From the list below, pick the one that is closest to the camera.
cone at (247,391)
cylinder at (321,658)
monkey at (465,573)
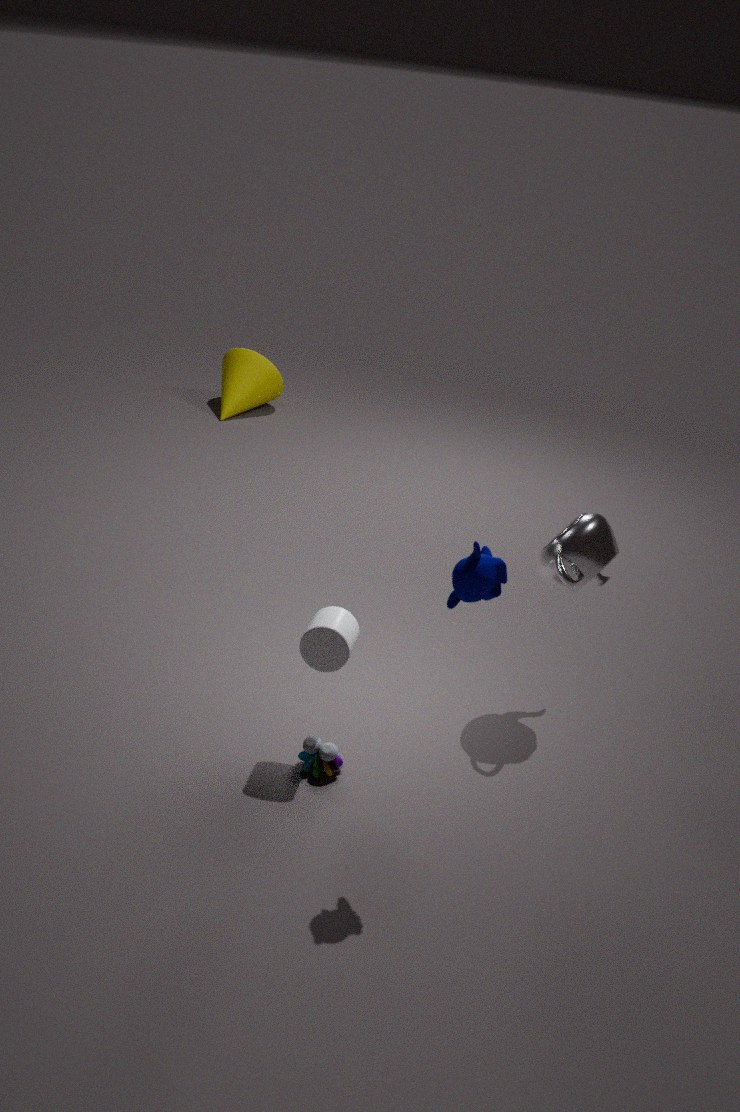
monkey at (465,573)
